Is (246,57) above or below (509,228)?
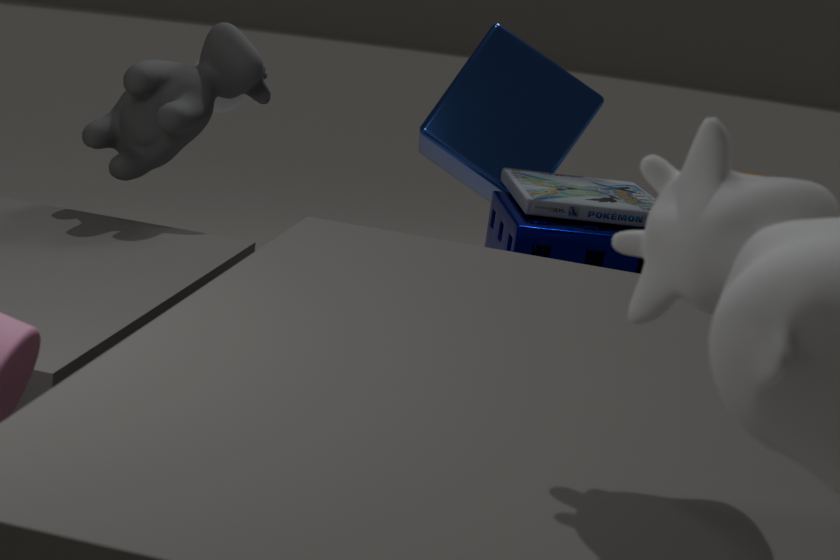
above
